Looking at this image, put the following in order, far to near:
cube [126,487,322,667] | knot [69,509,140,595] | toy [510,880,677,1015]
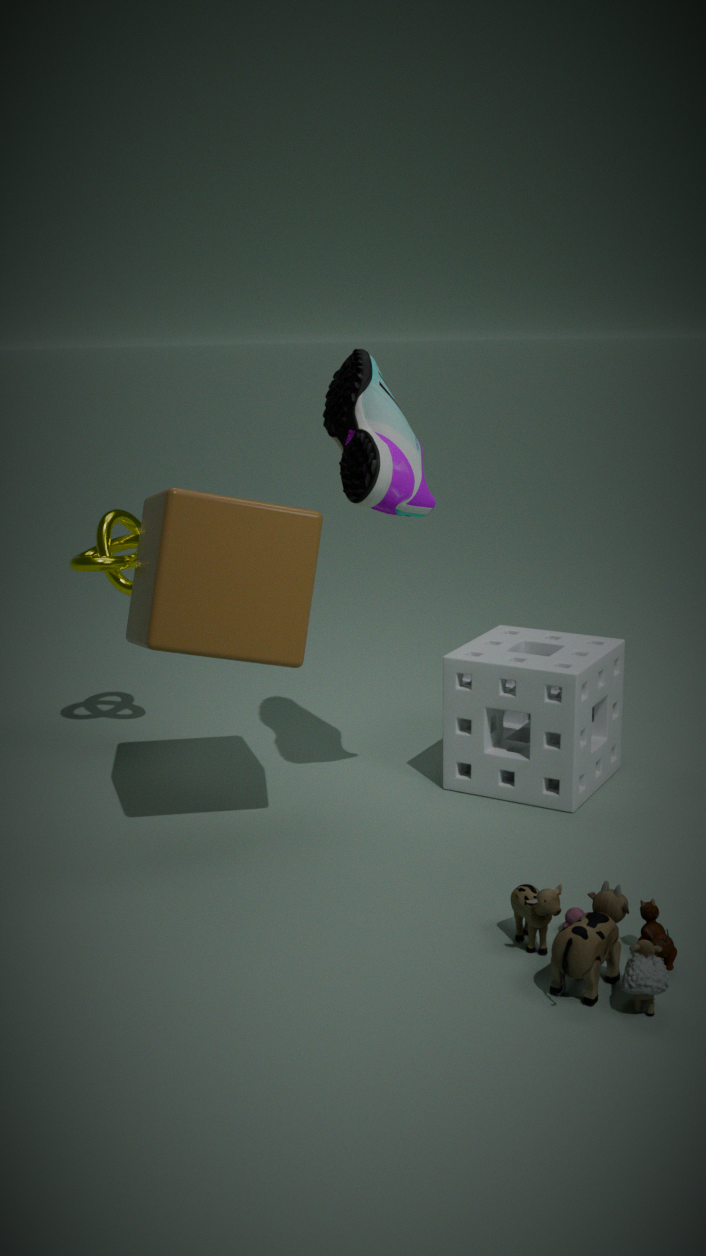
knot [69,509,140,595], cube [126,487,322,667], toy [510,880,677,1015]
